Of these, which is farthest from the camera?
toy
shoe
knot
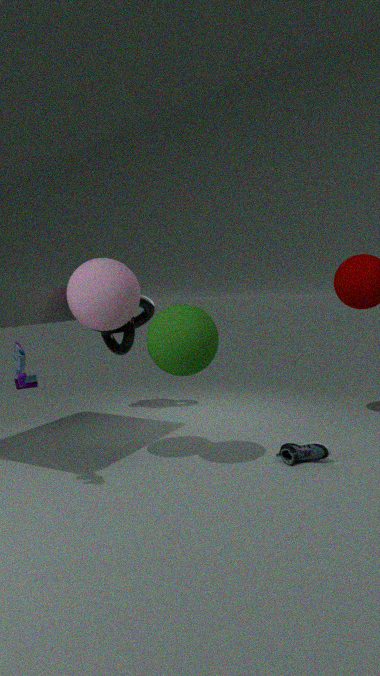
knot
